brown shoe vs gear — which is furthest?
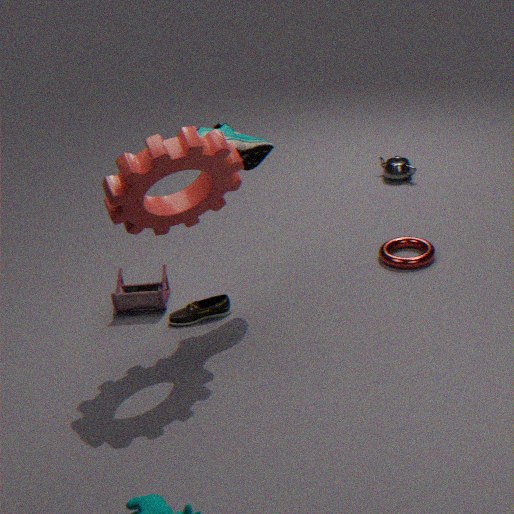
brown shoe
